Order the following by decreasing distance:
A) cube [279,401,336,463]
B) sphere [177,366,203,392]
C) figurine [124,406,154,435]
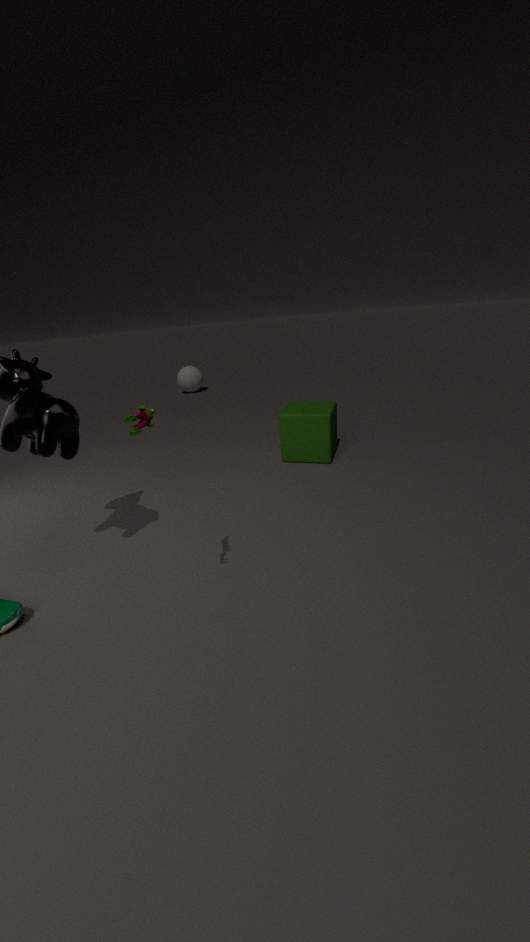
sphere [177,366,203,392], cube [279,401,336,463], figurine [124,406,154,435]
